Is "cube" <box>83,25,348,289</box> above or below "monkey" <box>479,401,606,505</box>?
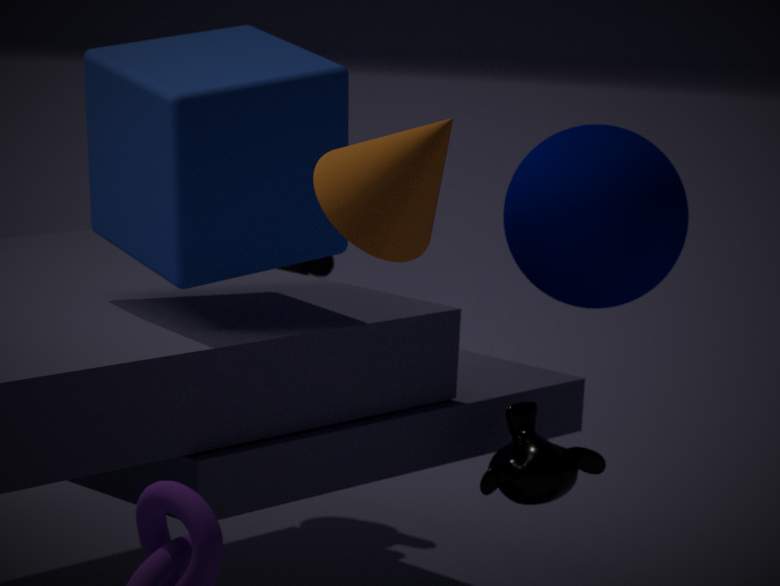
above
